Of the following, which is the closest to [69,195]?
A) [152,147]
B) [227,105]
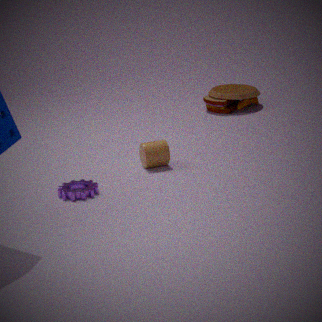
[152,147]
